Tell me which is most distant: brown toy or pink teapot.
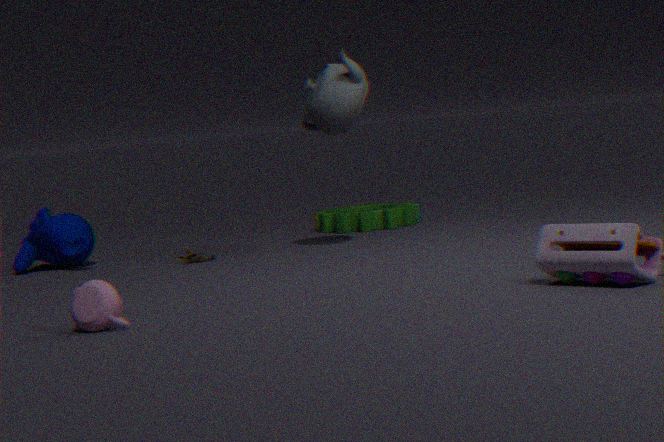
brown toy
